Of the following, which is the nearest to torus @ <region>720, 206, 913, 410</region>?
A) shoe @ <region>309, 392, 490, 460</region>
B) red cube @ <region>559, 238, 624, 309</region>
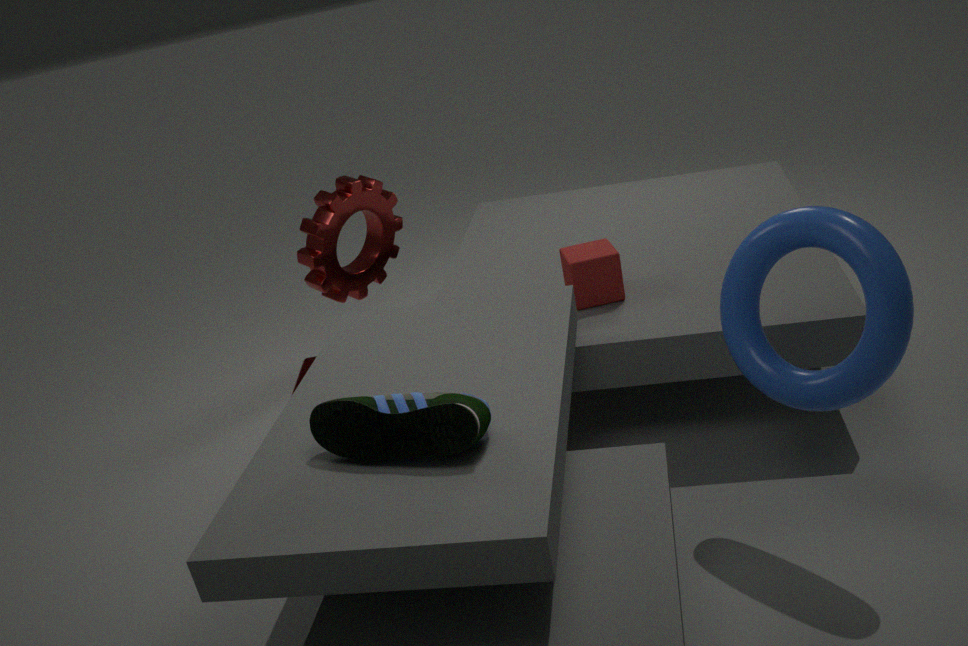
red cube @ <region>559, 238, 624, 309</region>
